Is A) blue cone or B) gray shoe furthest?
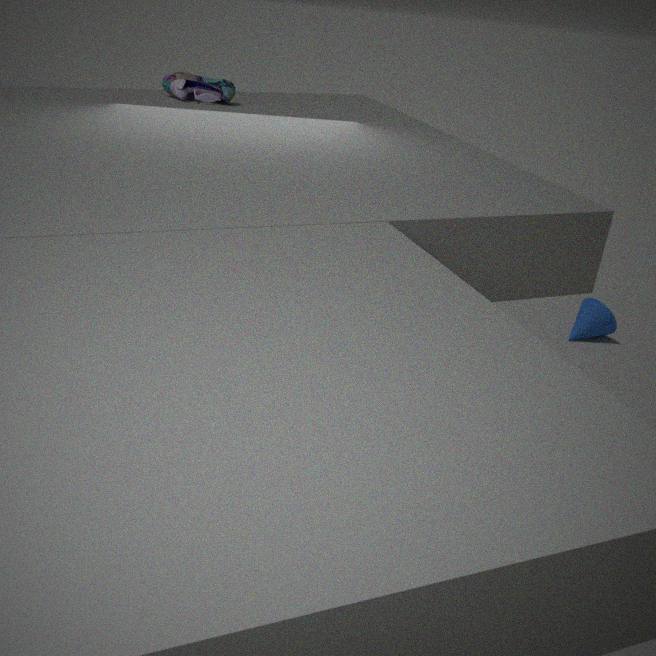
A. blue cone
